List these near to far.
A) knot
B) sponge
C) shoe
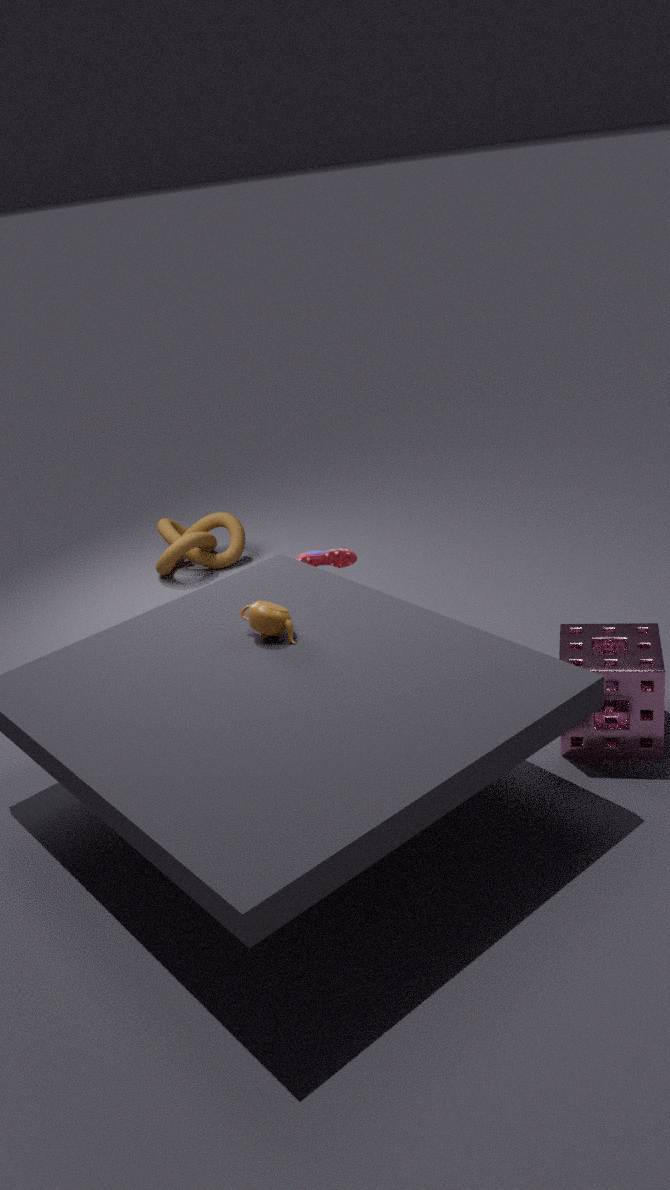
sponge
shoe
knot
